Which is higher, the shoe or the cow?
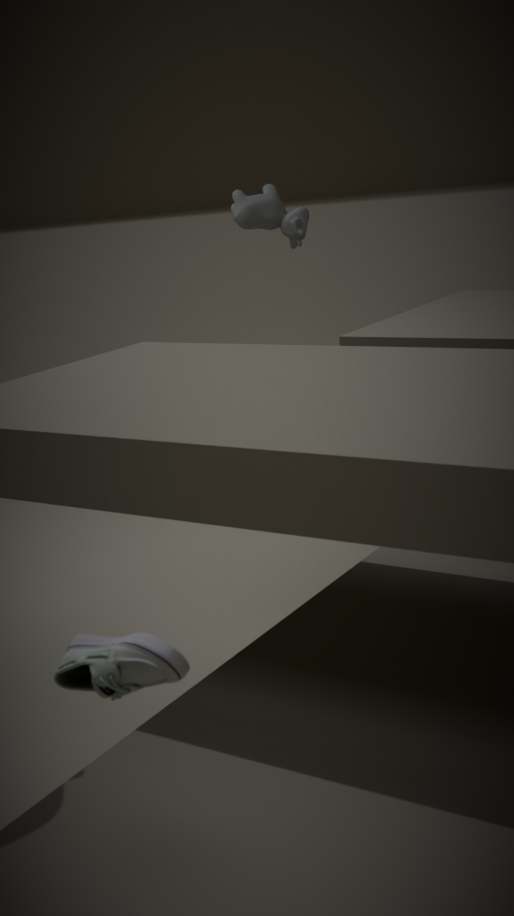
the cow
